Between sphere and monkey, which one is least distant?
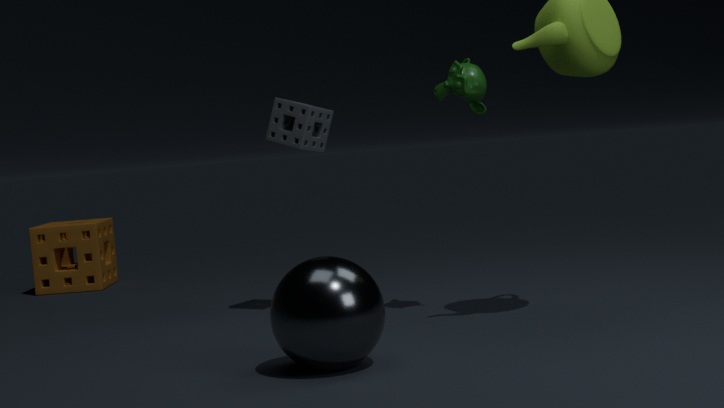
sphere
